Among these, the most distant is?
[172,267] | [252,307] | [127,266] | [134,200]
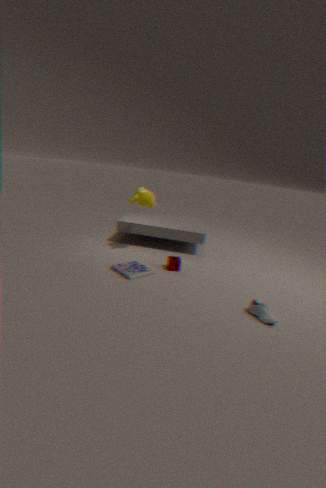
[134,200]
